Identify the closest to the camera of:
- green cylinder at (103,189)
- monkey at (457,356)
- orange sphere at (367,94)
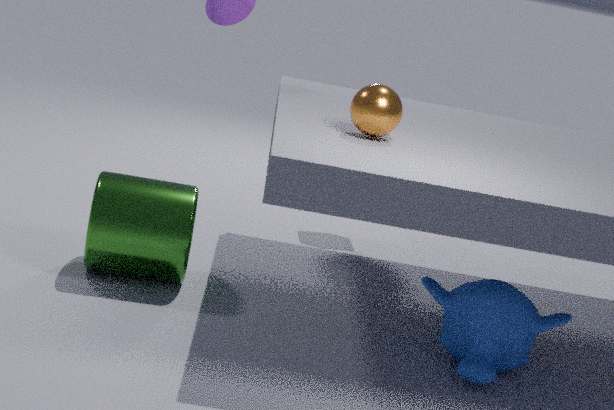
monkey at (457,356)
